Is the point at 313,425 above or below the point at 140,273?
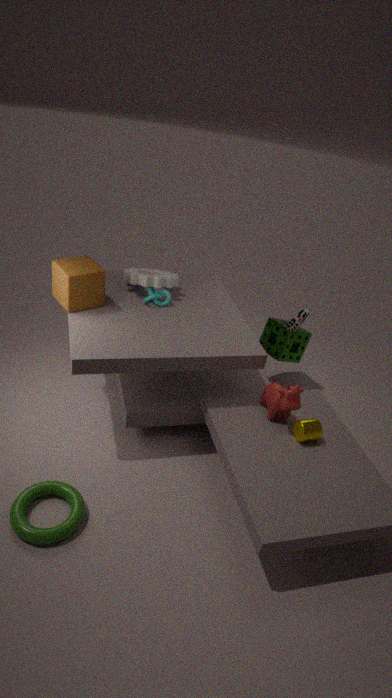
below
